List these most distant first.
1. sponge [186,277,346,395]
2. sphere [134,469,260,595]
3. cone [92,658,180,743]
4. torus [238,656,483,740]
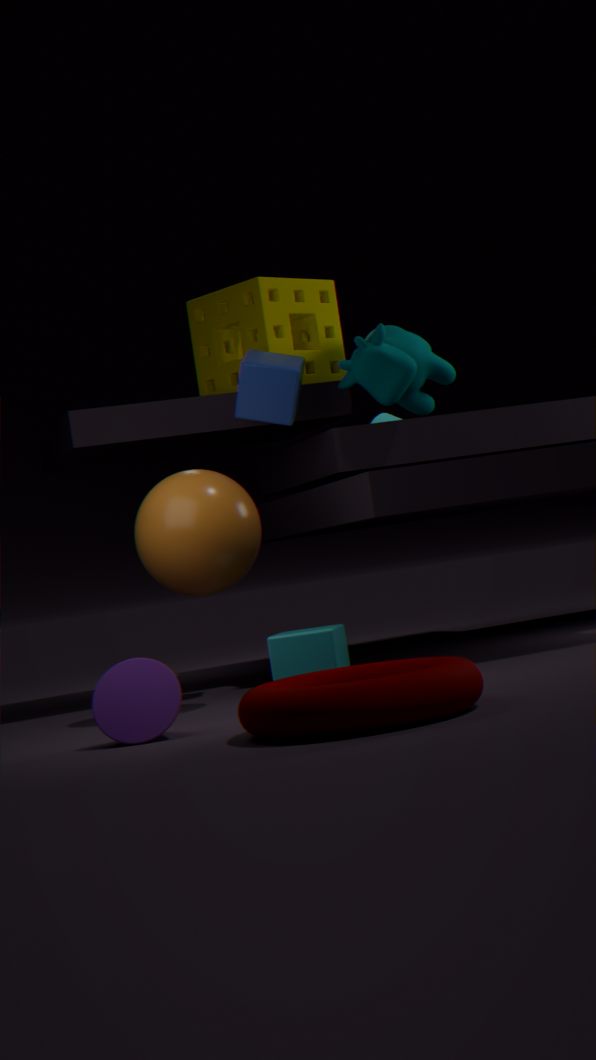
sponge [186,277,346,395], sphere [134,469,260,595], cone [92,658,180,743], torus [238,656,483,740]
